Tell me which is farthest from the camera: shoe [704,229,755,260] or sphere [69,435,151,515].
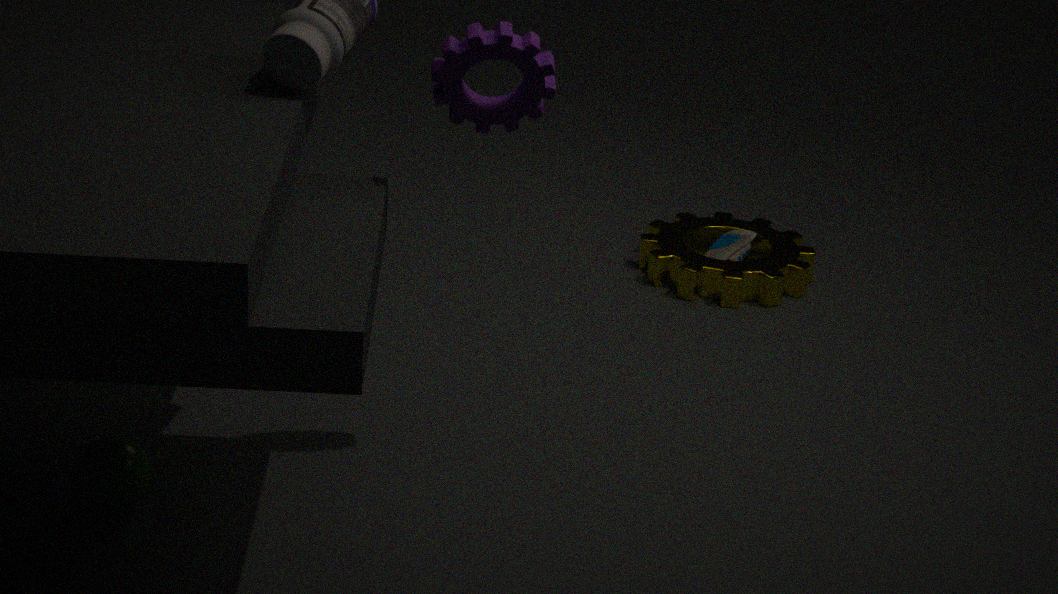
shoe [704,229,755,260]
